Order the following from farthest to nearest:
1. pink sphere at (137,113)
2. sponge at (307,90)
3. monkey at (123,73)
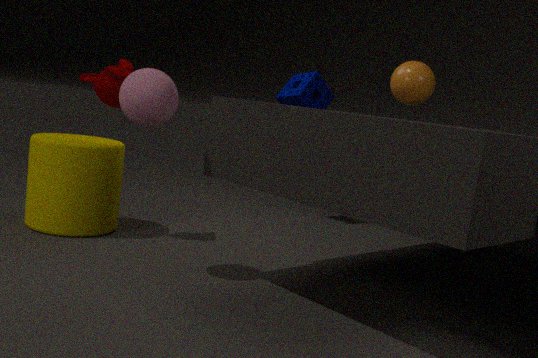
sponge at (307,90) < monkey at (123,73) < pink sphere at (137,113)
